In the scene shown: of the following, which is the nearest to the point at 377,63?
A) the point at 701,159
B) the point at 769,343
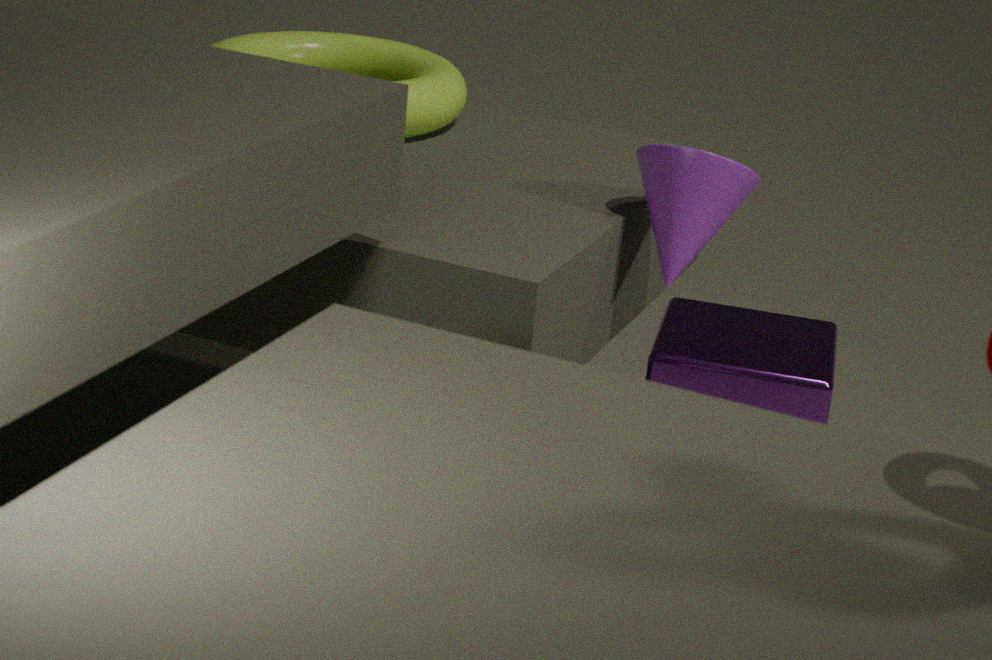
the point at 701,159
